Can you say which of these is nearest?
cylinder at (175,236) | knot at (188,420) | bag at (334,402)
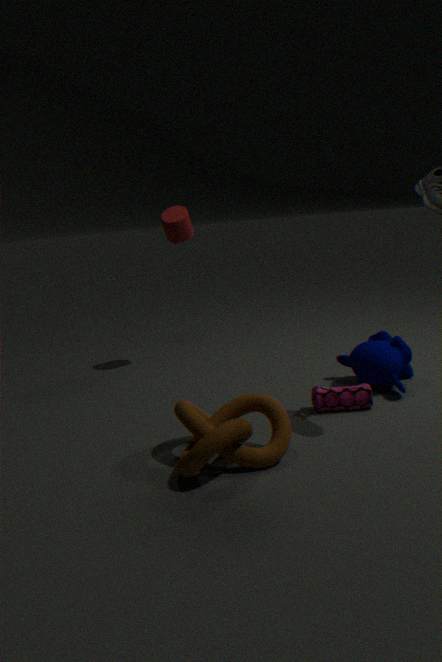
knot at (188,420)
